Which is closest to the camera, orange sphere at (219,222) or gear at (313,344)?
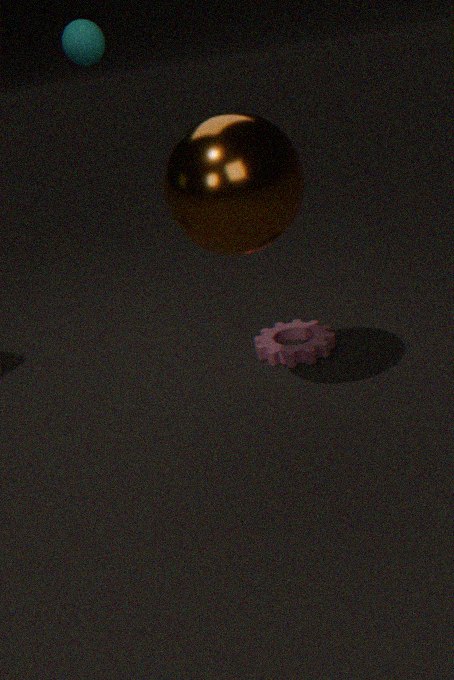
orange sphere at (219,222)
